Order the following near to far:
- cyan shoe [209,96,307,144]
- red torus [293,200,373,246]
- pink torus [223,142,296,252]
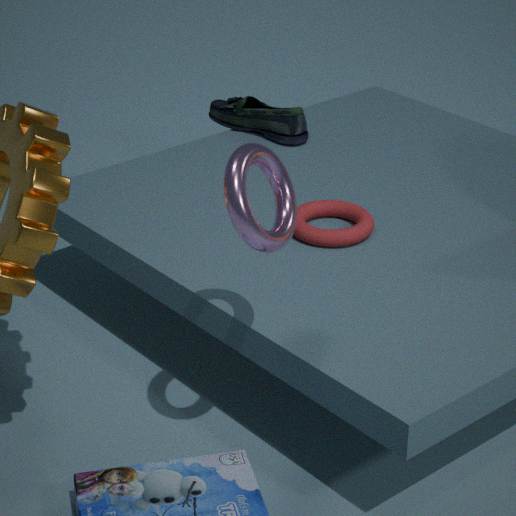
pink torus [223,142,296,252], red torus [293,200,373,246], cyan shoe [209,96,307,144]
